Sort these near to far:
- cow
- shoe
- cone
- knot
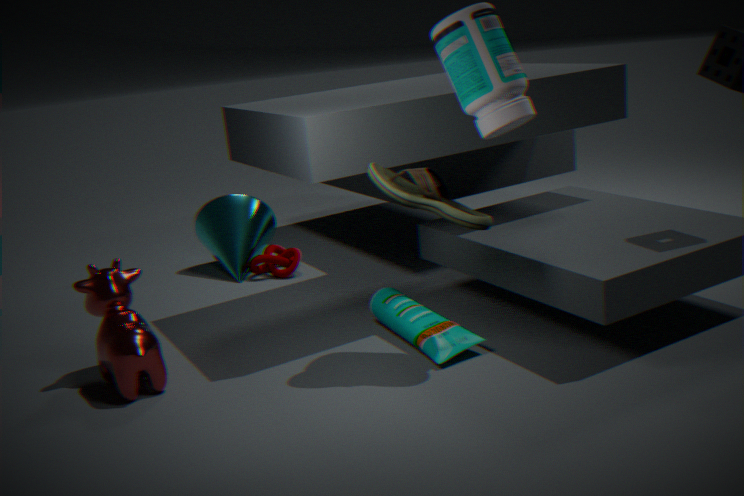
shoe → cow → knot → cone
